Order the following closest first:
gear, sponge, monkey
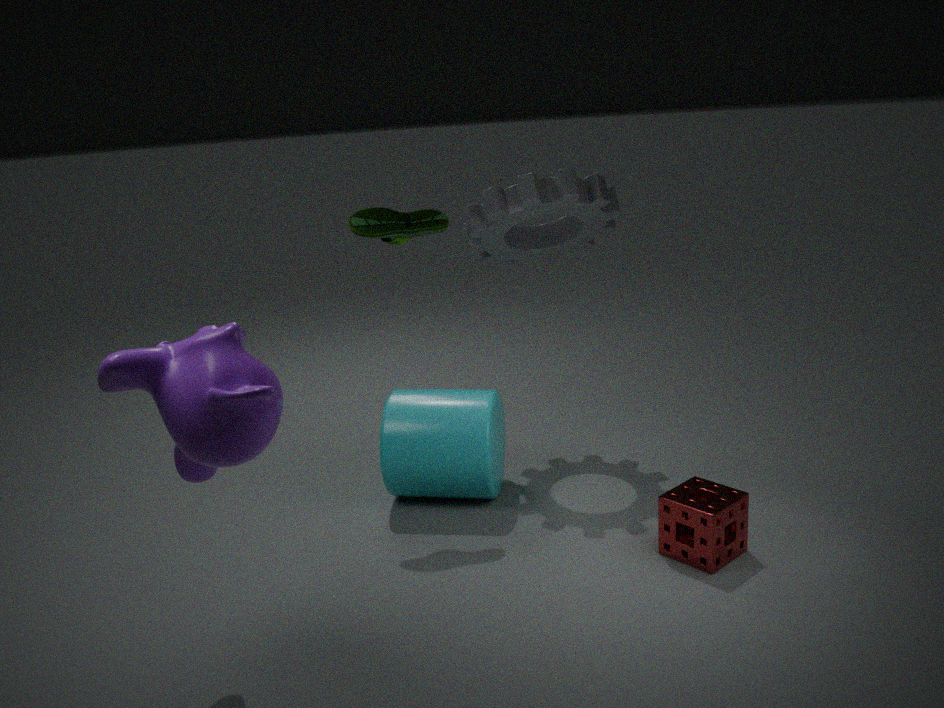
monkey
sponge
gear
